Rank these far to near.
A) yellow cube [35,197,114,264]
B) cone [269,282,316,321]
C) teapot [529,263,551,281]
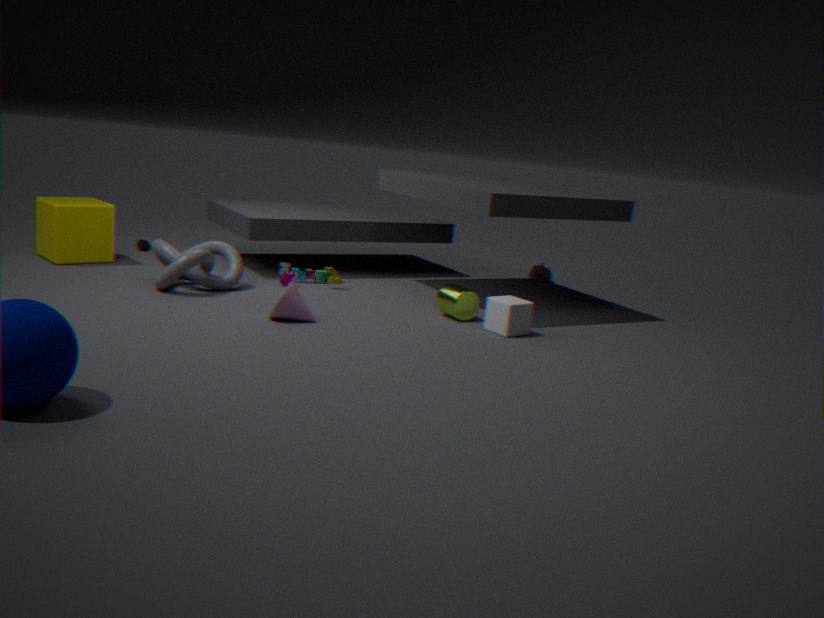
teapot [529,263,551,281] < yellow cube [35,197,114,264] < cone [269,282,316,321]
